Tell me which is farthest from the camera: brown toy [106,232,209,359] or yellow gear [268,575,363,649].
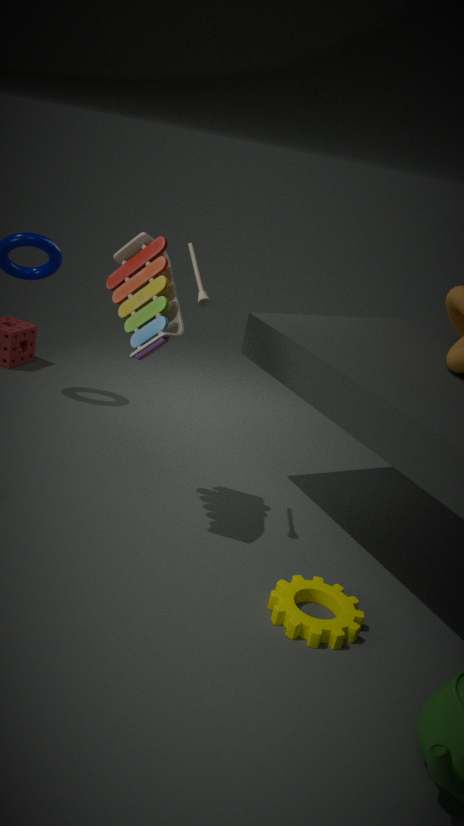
brown toy [106,232,209,359]
